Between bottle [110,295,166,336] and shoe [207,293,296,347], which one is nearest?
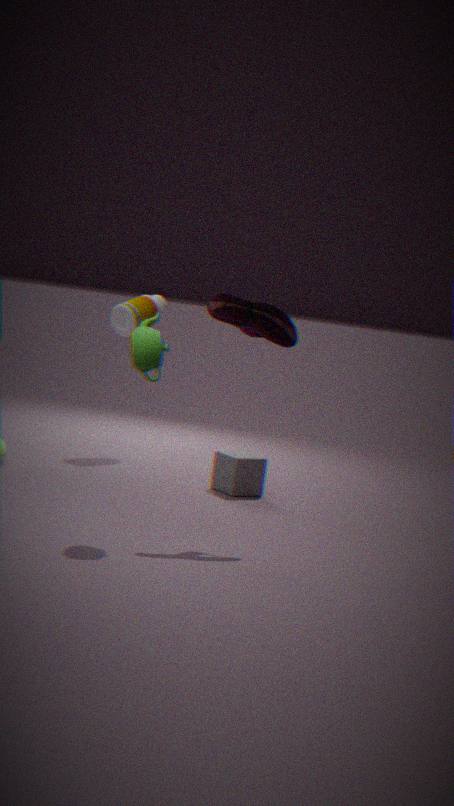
shoe [207,293,296,347]
